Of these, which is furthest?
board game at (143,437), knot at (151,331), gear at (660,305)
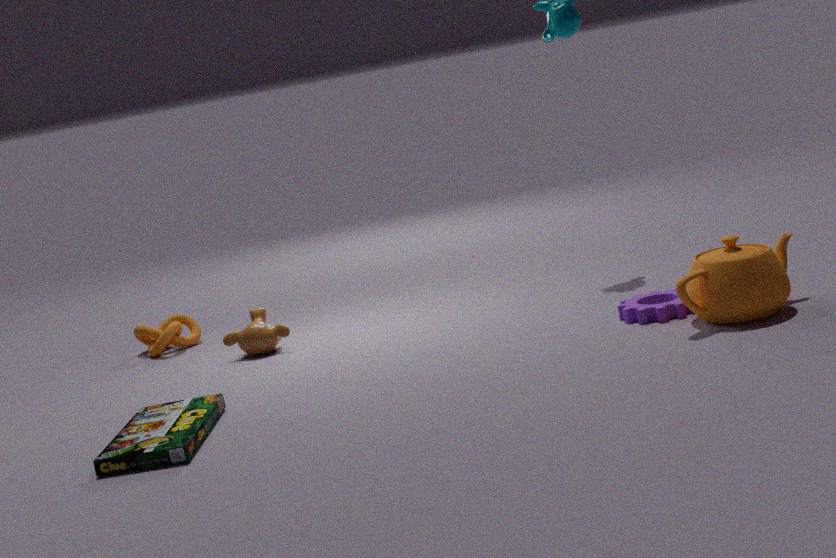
knot at (151,331)
